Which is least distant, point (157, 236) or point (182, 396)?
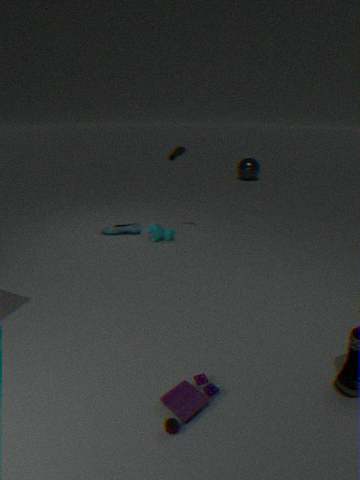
point (182, 396)
